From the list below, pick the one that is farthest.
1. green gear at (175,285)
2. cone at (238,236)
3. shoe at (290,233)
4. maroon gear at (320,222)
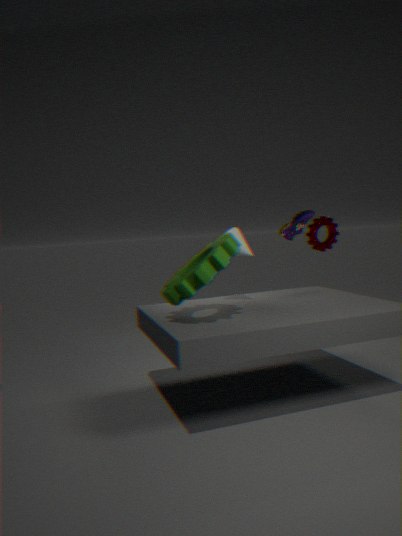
maroon gear at (320,222)
